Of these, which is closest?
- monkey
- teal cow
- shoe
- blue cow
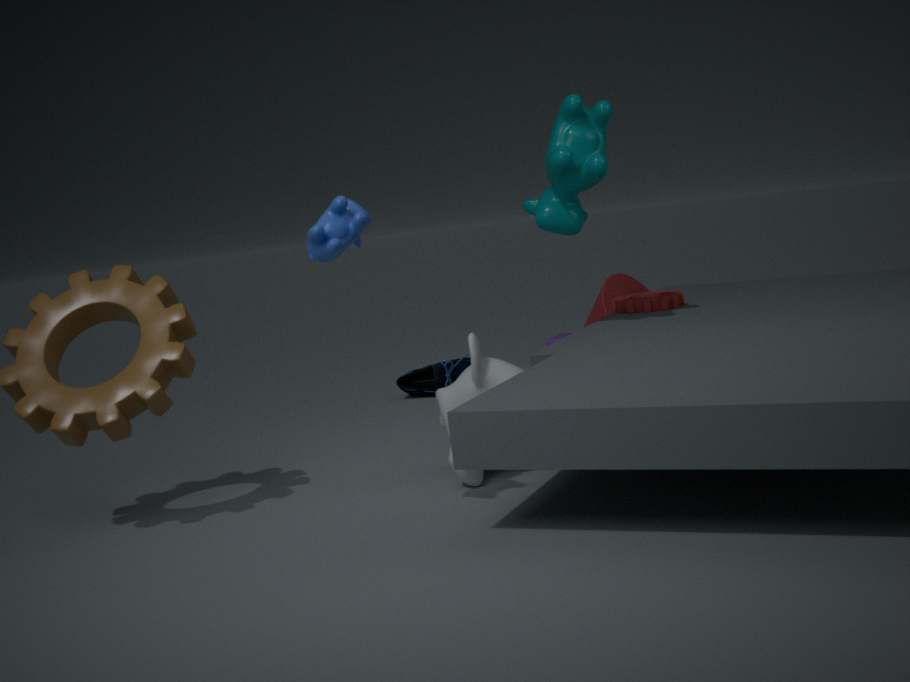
blue cow
